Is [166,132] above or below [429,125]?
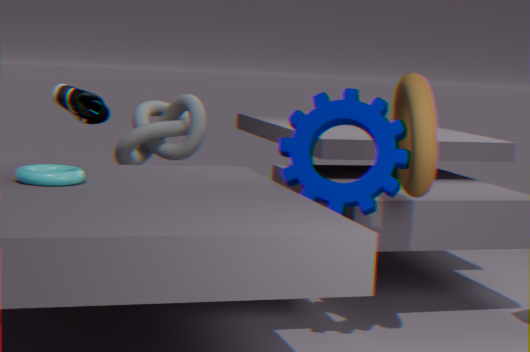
below
